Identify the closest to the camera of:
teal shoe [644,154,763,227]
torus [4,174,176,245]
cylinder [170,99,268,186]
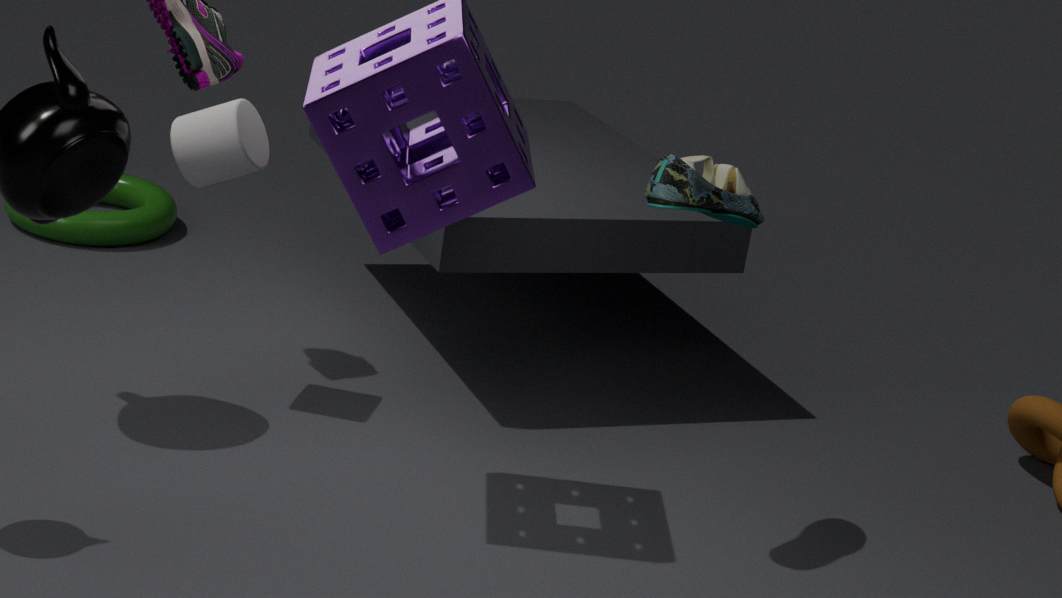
teal shoe [644,154,763,227]
